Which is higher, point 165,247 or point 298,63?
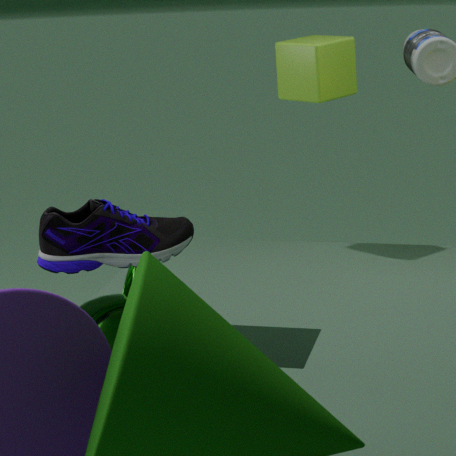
point 298,63
